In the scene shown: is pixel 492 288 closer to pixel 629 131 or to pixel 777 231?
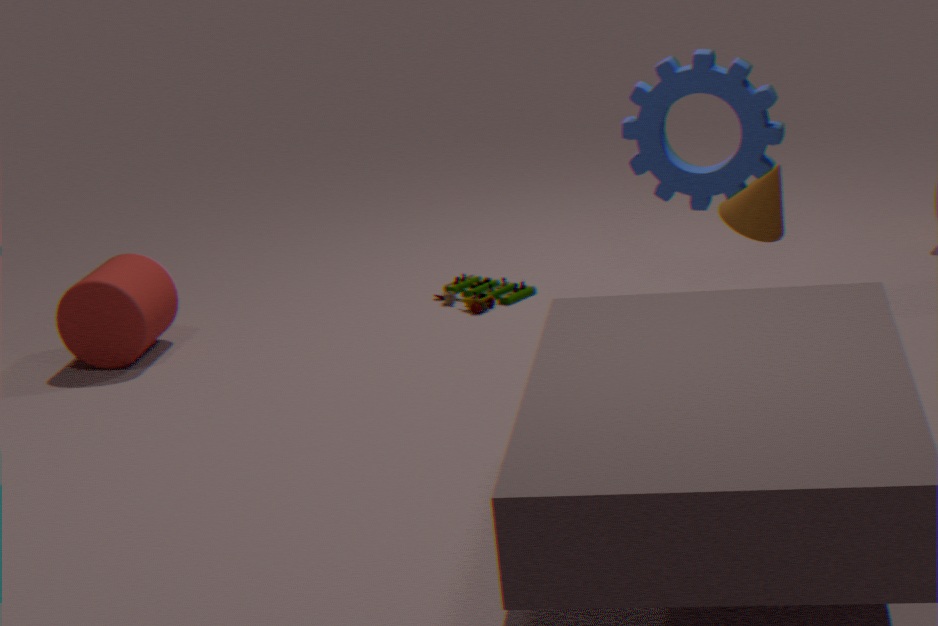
pixel 629 131
